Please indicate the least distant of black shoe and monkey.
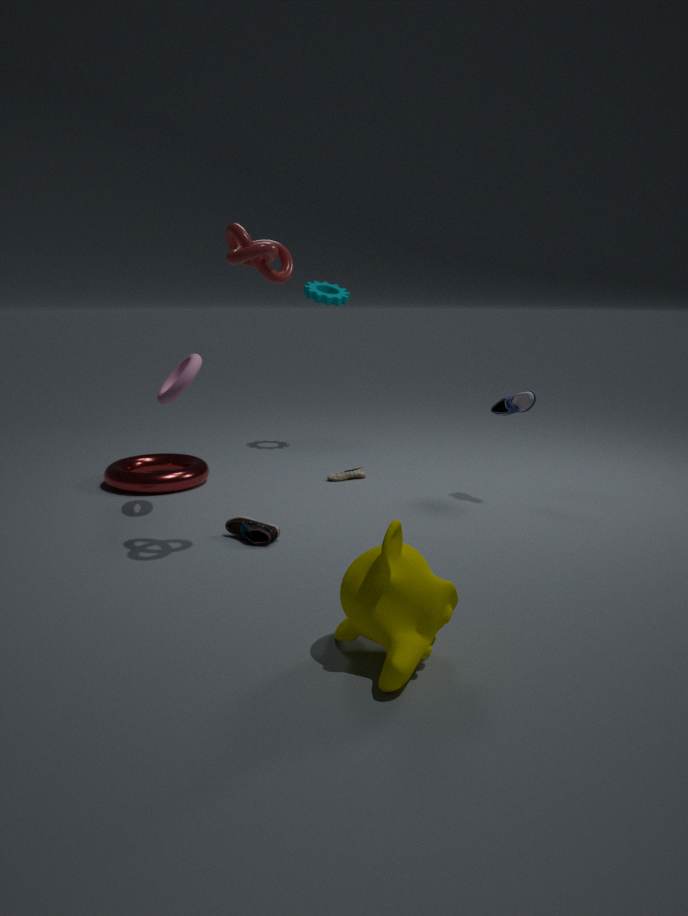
monkey
